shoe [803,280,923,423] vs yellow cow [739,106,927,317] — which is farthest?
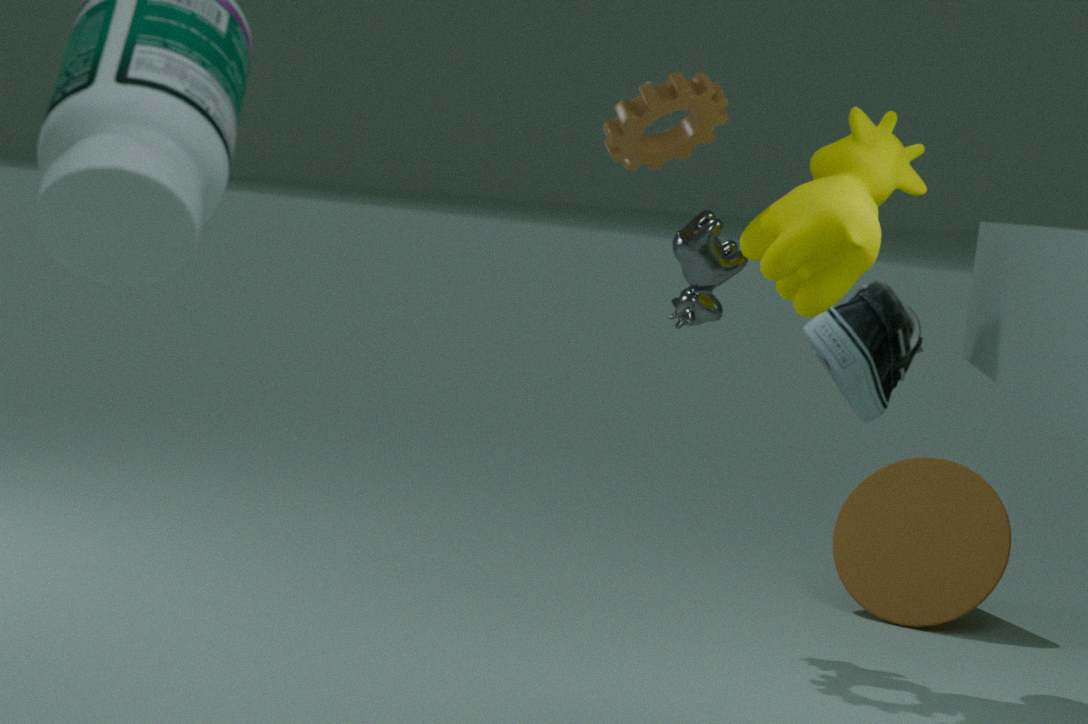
yellow cow [739,106,927,317]
